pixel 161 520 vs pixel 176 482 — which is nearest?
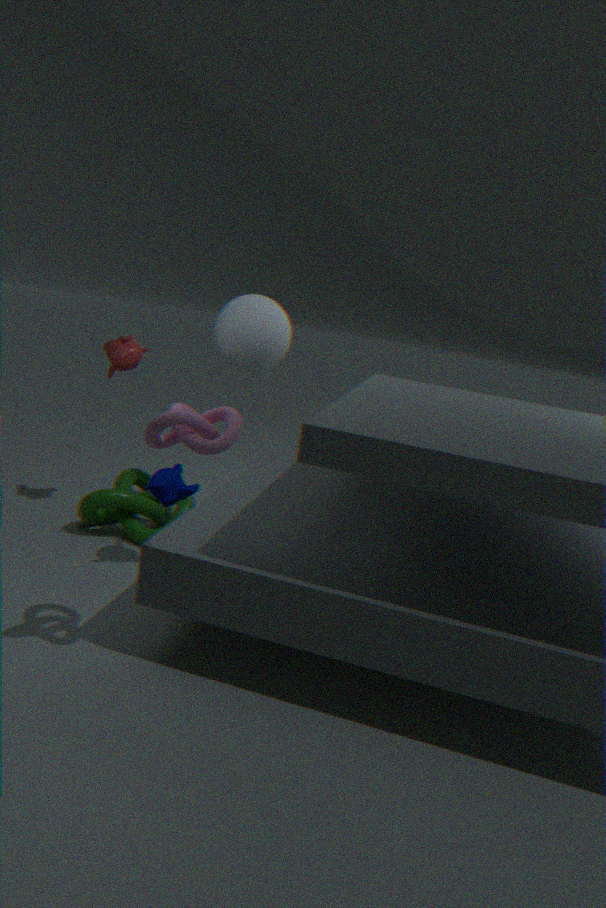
pixel 176 482
